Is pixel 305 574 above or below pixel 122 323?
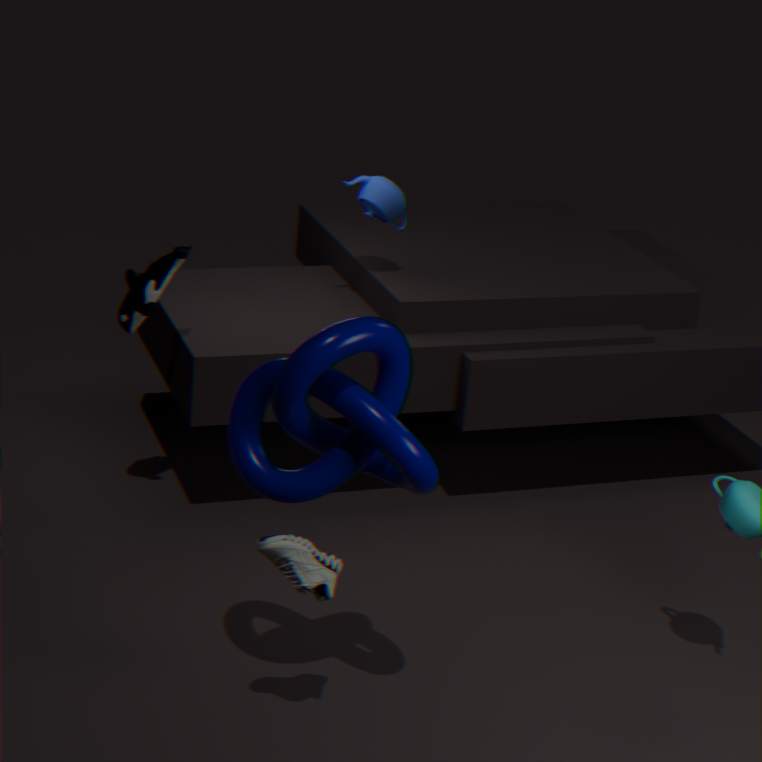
below
